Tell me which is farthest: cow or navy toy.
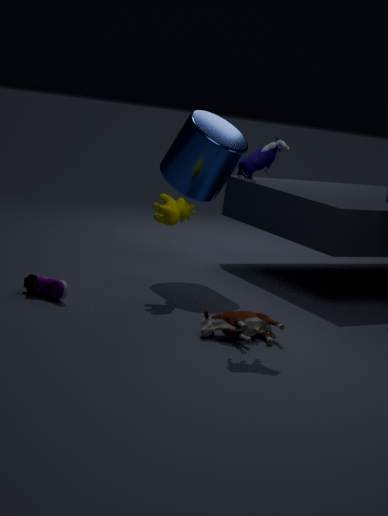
cow
